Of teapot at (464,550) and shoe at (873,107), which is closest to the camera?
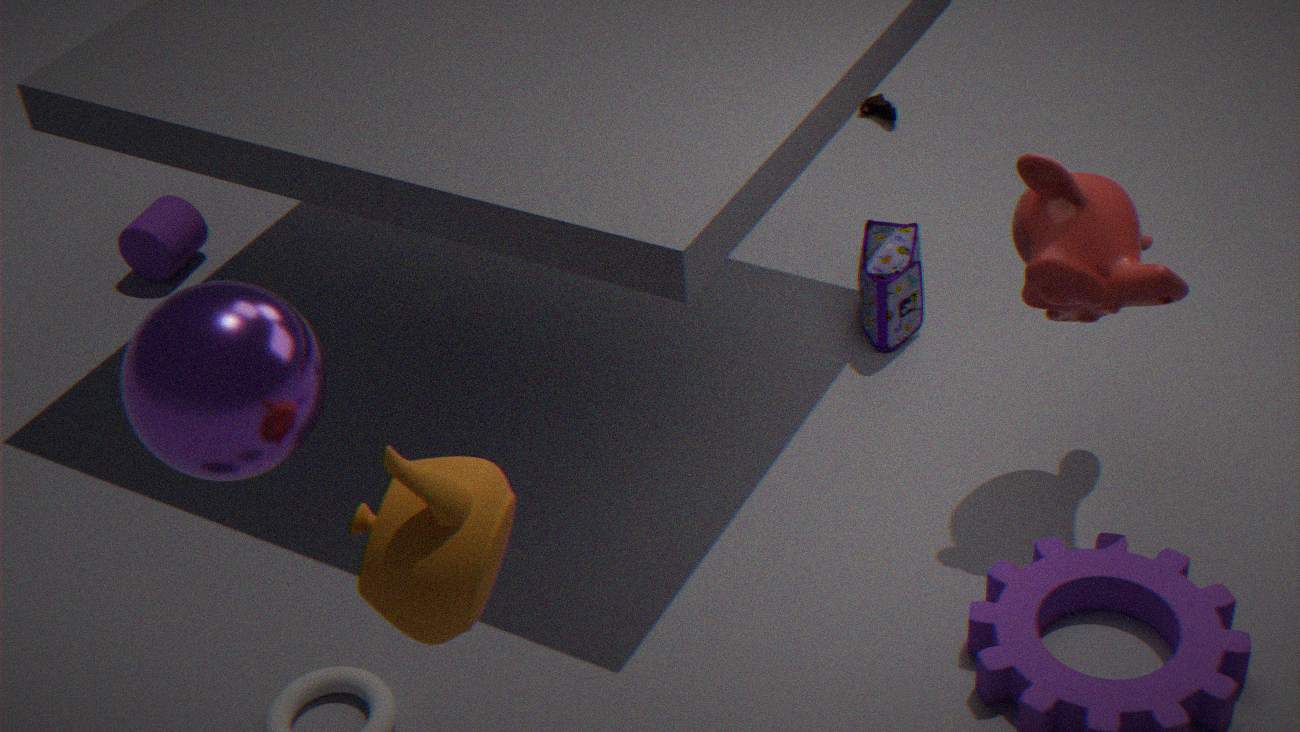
teapot at (464,550)
